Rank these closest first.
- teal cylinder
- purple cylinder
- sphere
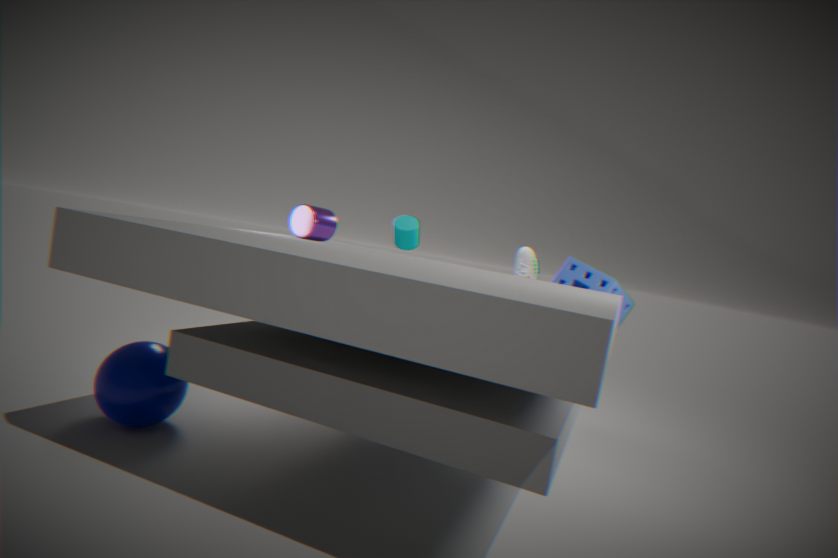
1. sphere
2. purple cylinder
3. teal cylinder
